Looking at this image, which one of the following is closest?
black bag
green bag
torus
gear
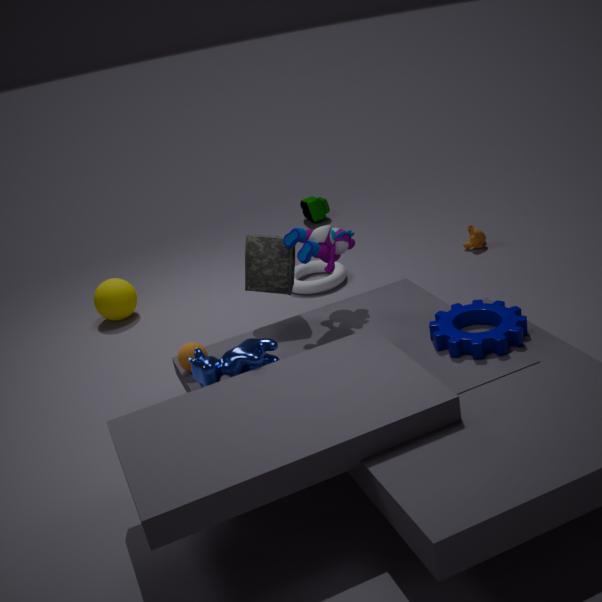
gear
